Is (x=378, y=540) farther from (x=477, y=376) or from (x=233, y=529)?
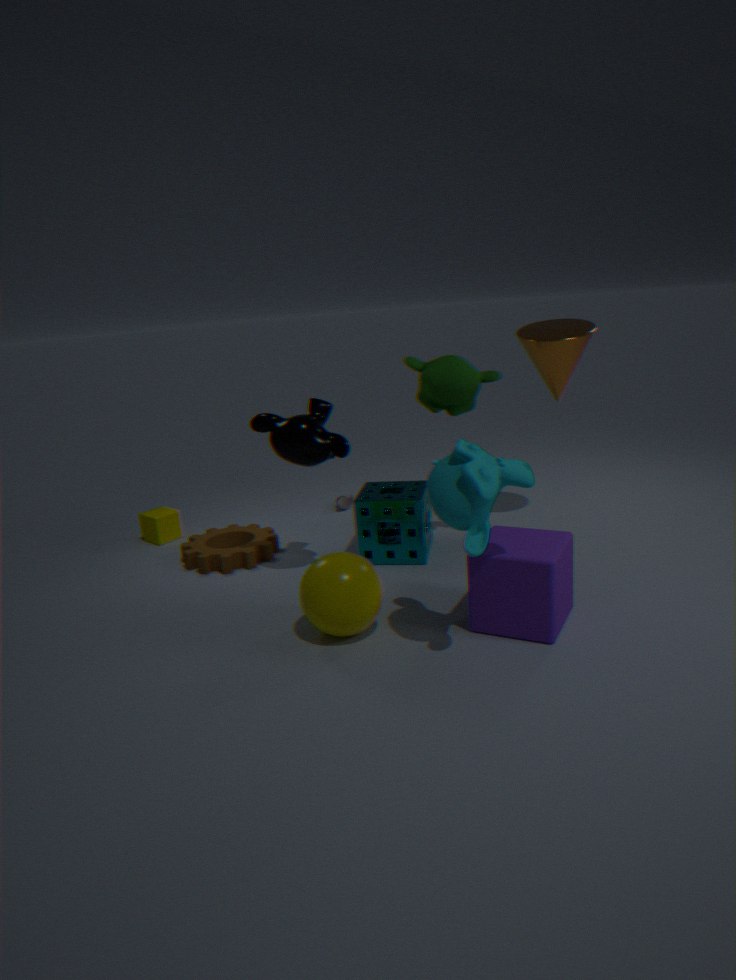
(x=233, y=529)
